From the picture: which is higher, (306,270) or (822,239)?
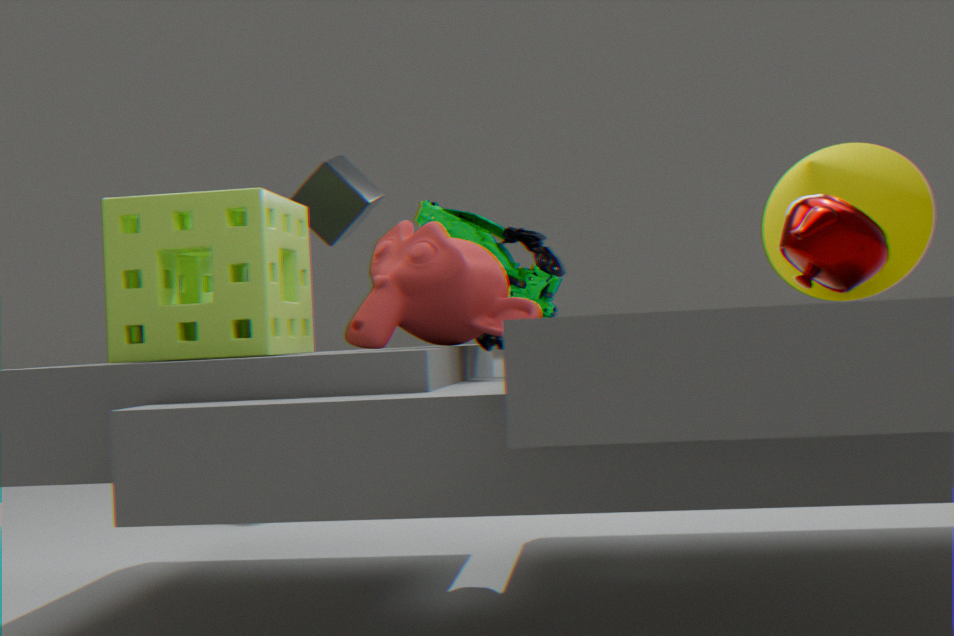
(306,270)
